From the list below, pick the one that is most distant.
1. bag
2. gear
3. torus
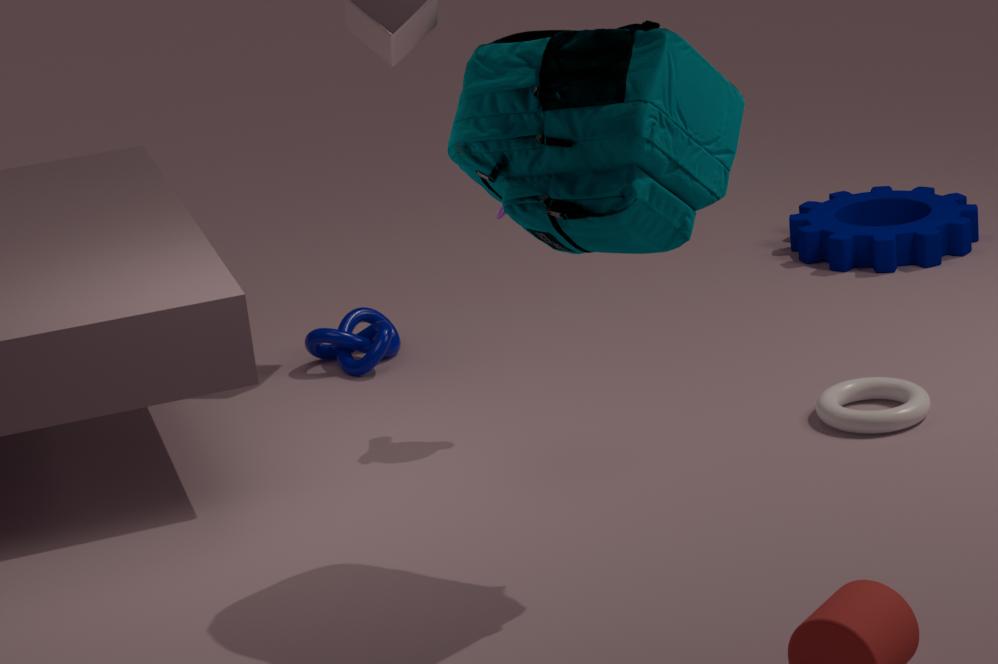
gear
